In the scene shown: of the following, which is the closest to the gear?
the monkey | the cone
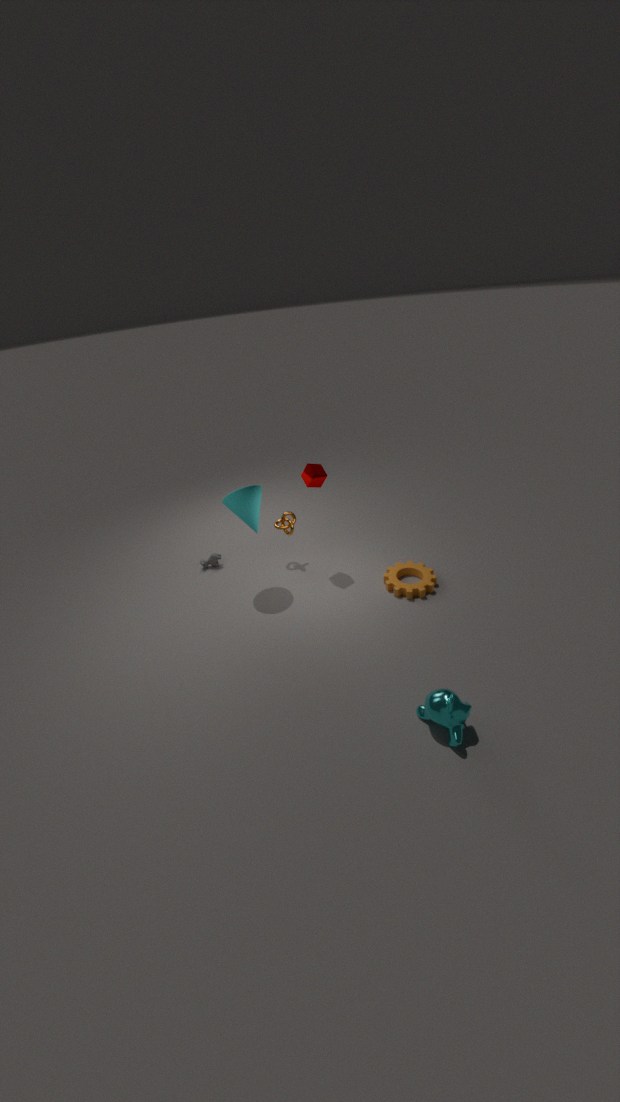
the monkey
